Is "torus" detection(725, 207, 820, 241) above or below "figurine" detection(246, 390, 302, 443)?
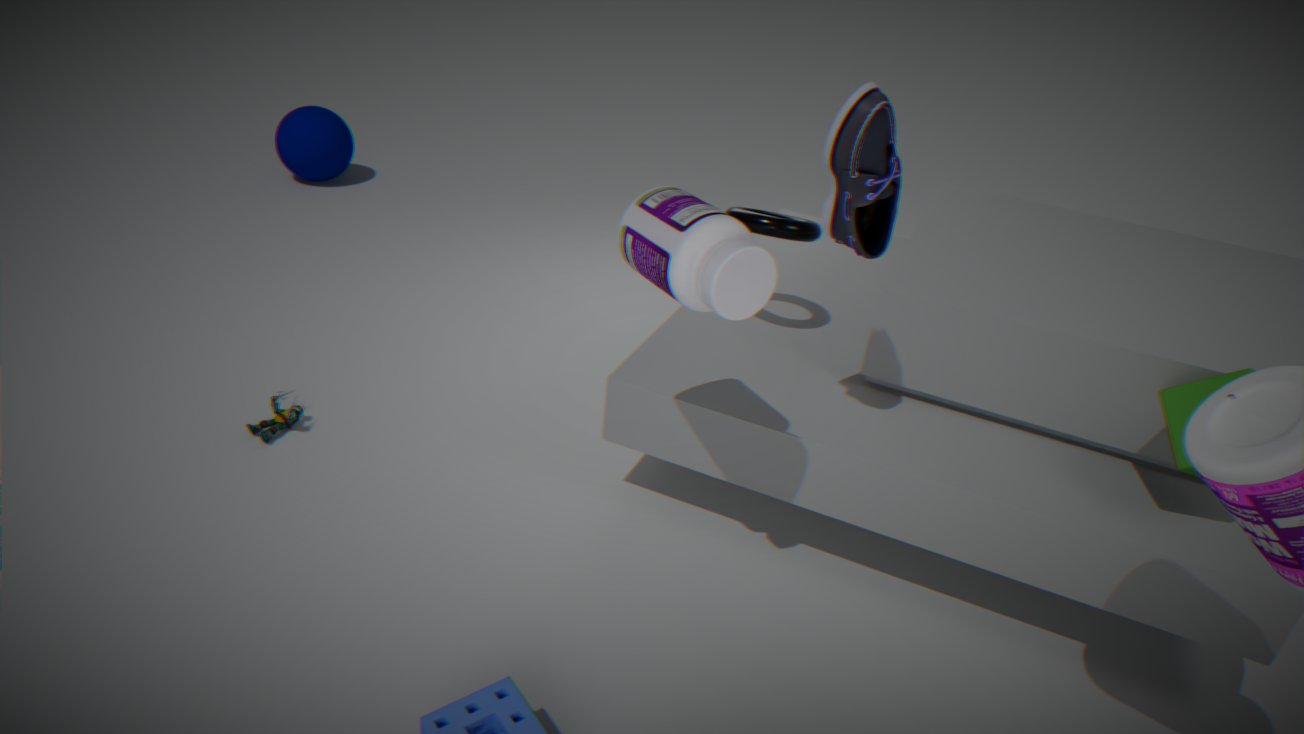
above
